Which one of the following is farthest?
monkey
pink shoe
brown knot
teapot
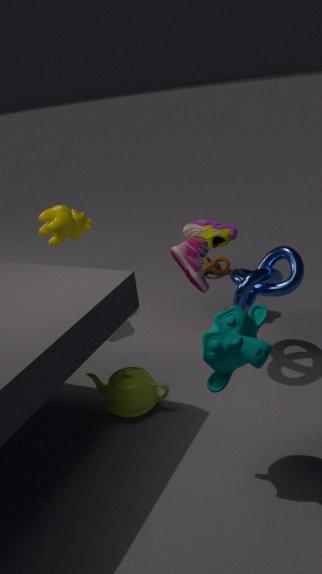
brown knot
